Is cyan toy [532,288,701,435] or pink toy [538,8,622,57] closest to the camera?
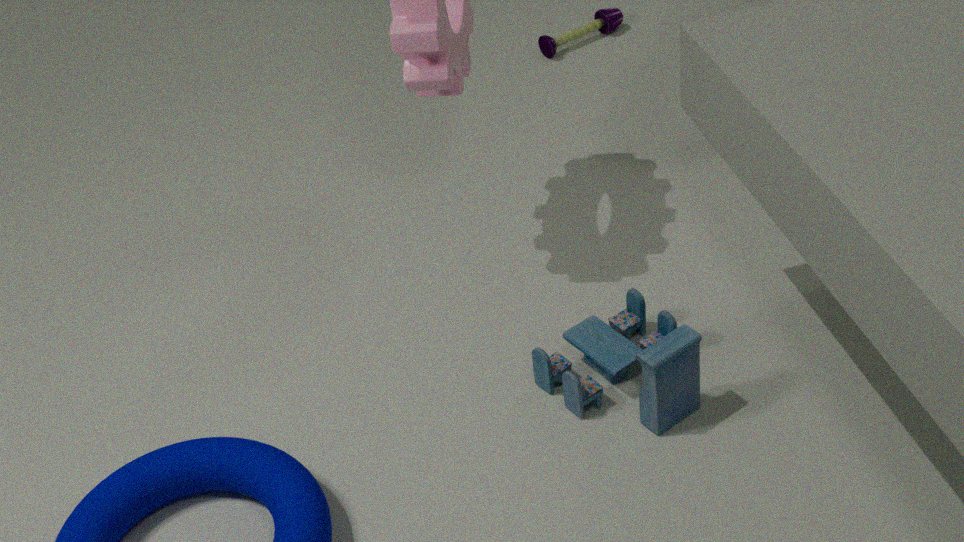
cyan toy [532,288,701,435]
